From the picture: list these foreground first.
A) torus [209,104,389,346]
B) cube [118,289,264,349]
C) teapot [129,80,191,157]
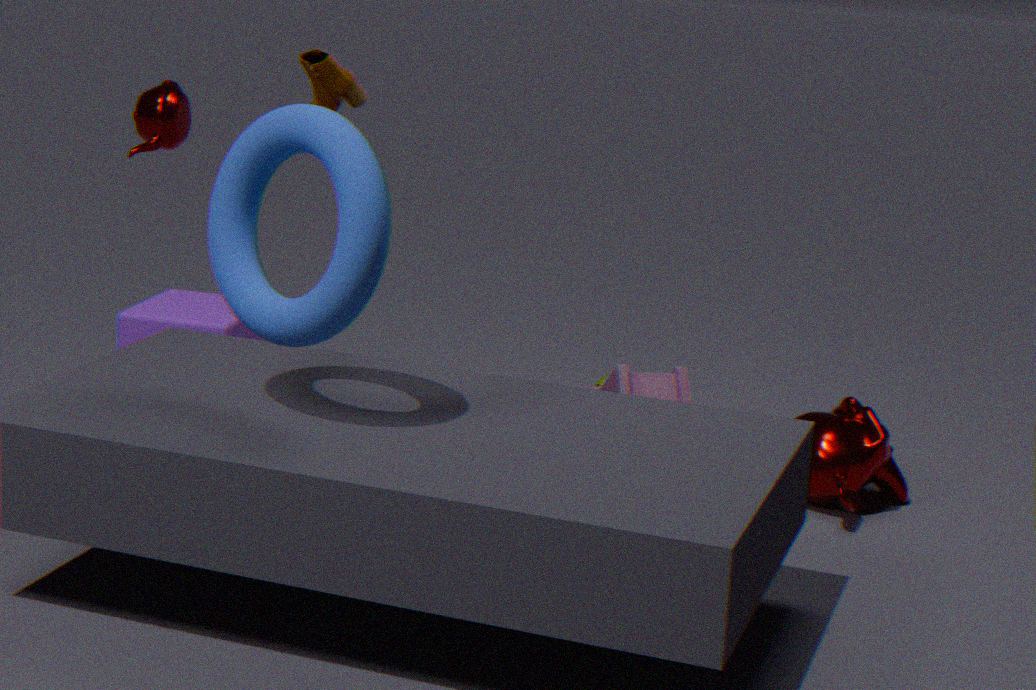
torus [209,104,389,346] → teapot [129,80,191,157] → cube [118,289,264,349]
